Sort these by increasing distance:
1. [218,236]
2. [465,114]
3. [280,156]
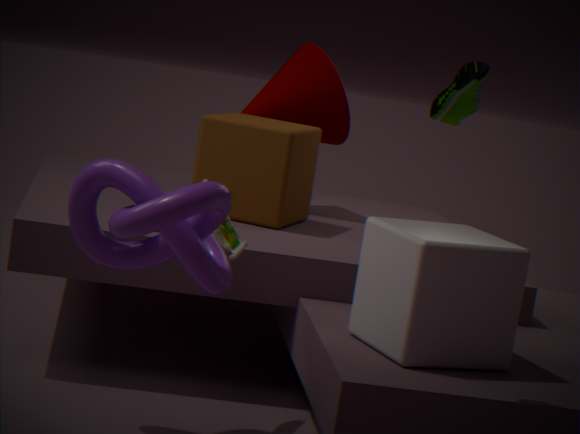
1. [465,114]
2. [218,236]
3. [280,156]
